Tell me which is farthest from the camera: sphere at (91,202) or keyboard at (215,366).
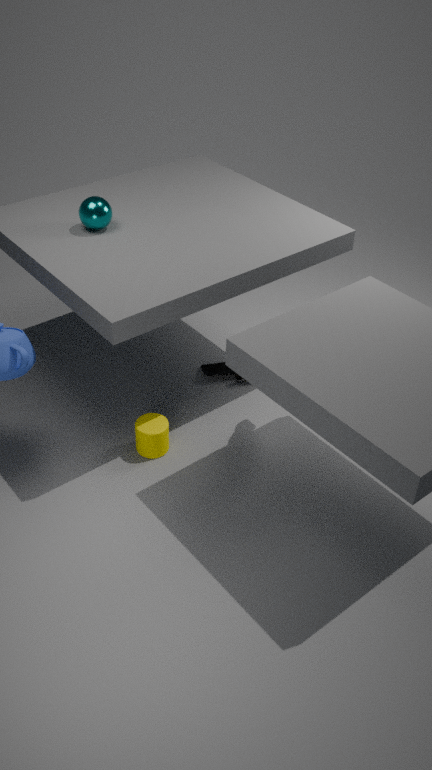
keyboard at (215,366)
